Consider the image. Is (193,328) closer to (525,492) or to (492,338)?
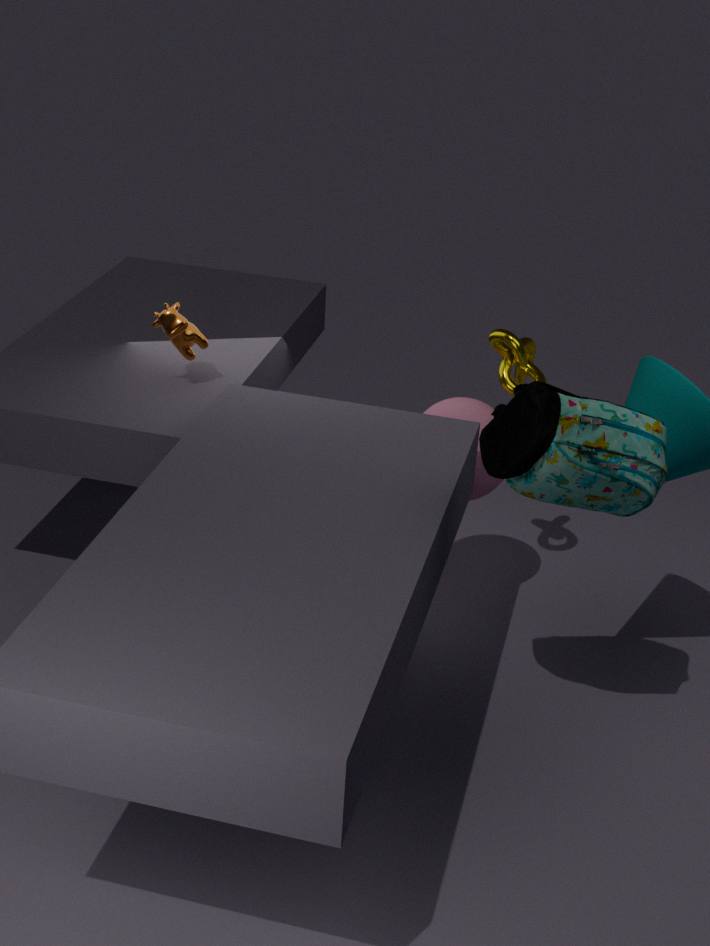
(492,338)
